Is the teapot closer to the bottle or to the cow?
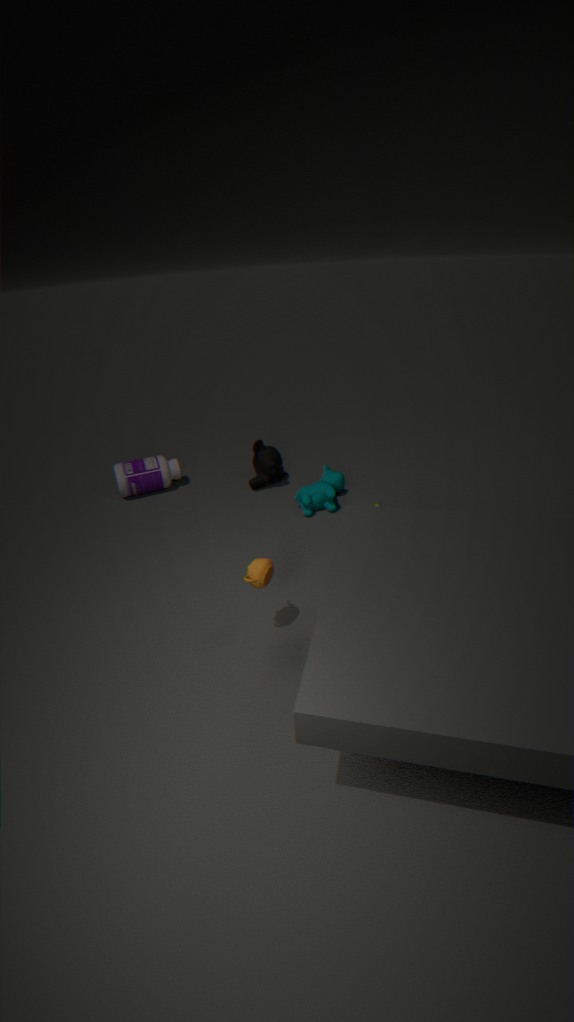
the cow
